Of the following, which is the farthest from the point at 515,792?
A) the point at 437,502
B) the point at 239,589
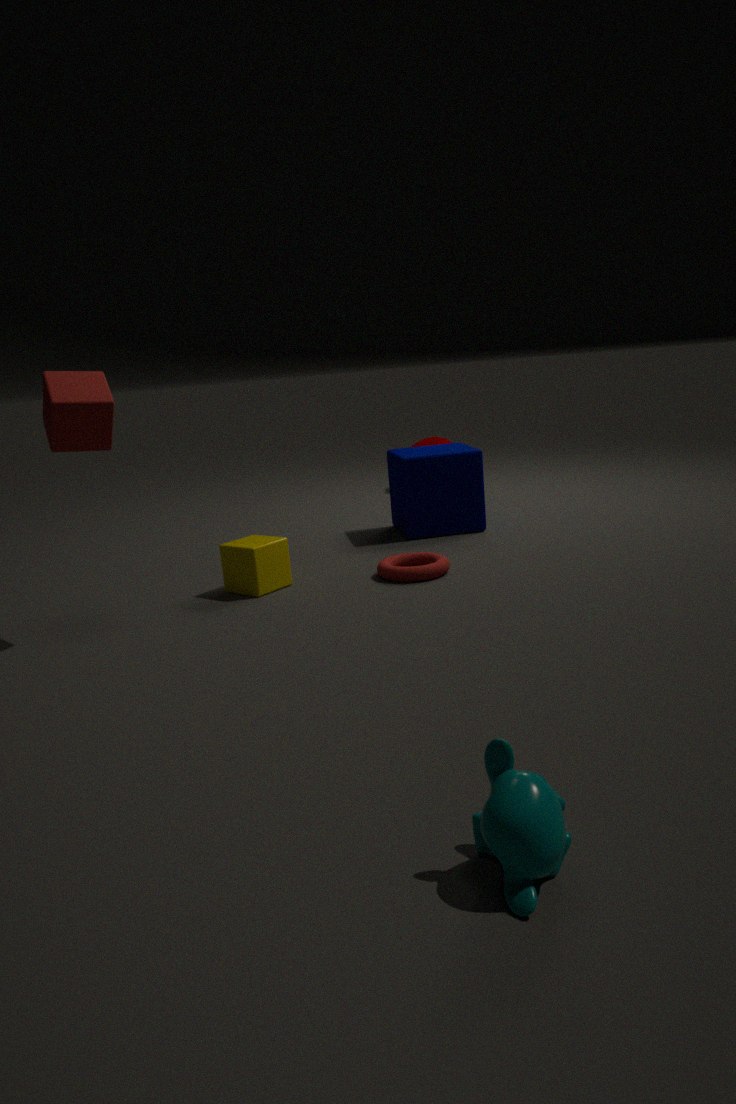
the point at 437,502
